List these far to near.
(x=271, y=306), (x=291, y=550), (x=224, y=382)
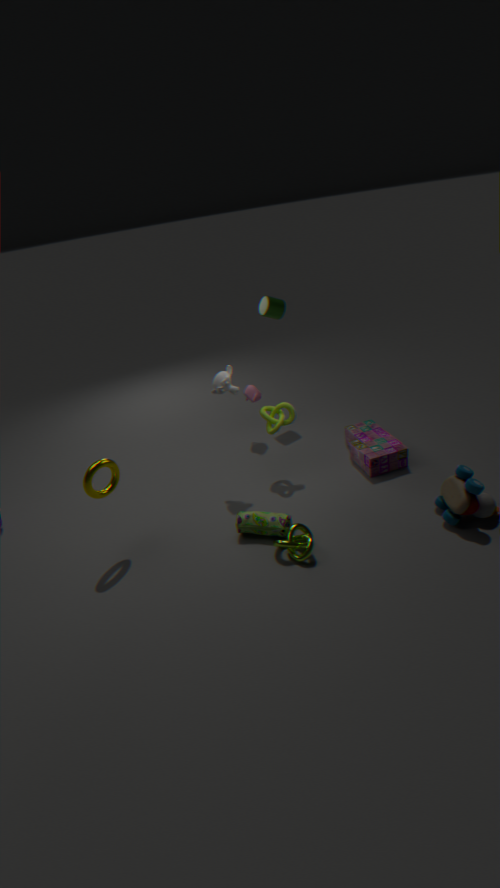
(x=271, y=306), (x=224, y=382), (x=291, y=550)
